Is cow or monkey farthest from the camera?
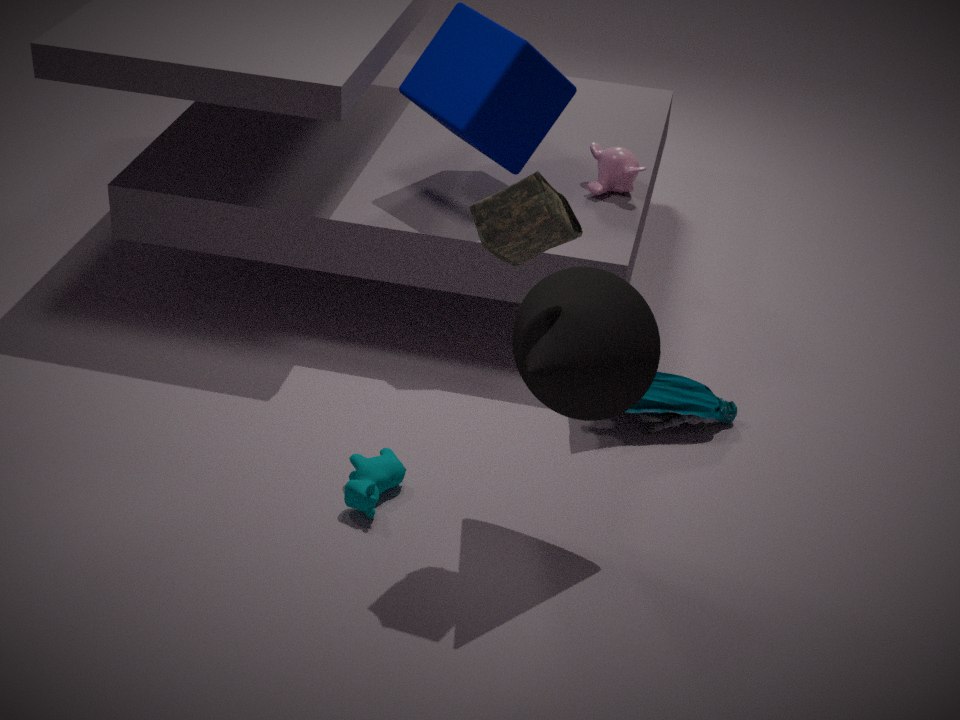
monkey
